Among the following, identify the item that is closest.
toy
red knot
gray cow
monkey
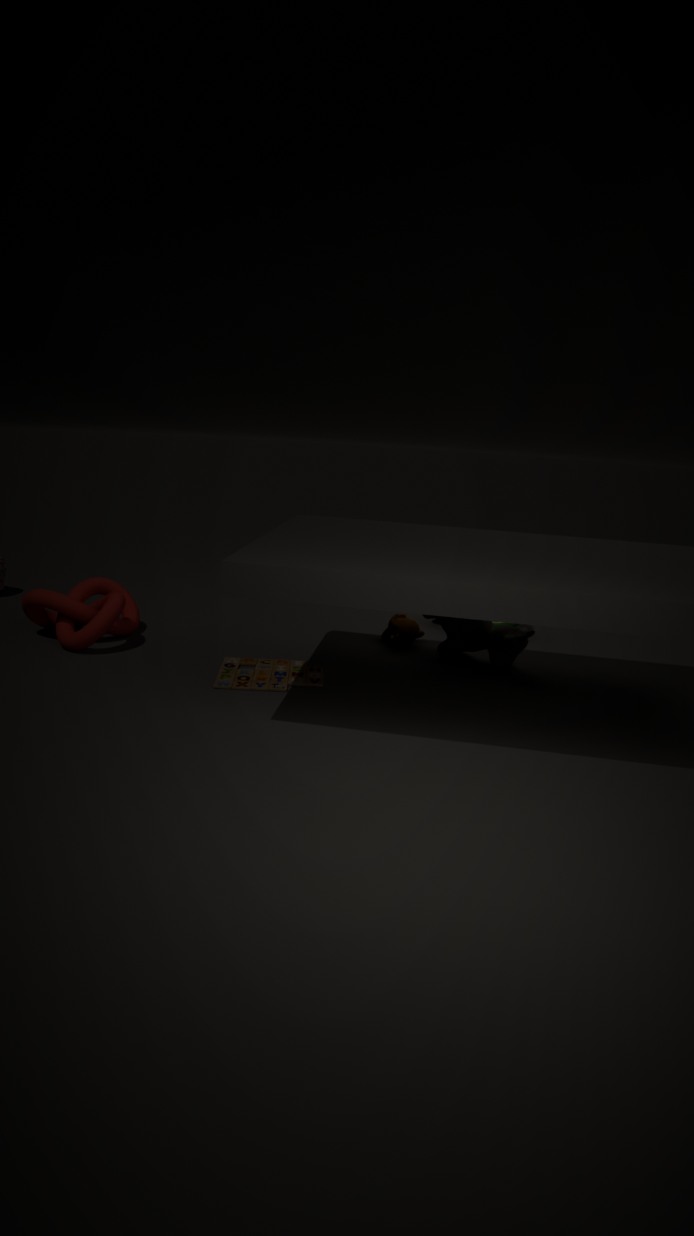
toy
